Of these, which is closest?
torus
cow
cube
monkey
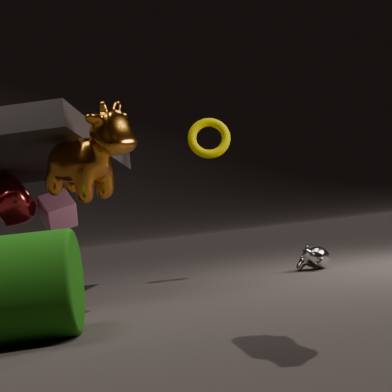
cow
